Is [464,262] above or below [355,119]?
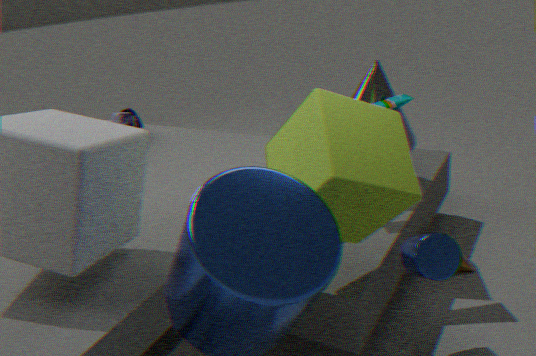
below
